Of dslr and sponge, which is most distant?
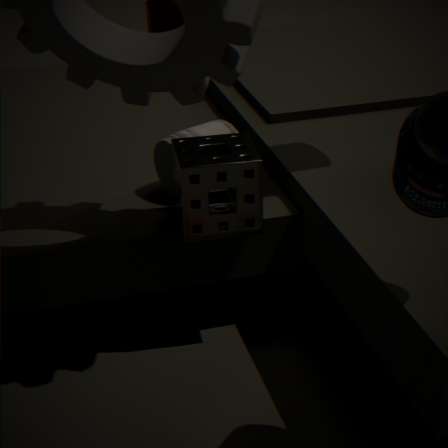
dslr
